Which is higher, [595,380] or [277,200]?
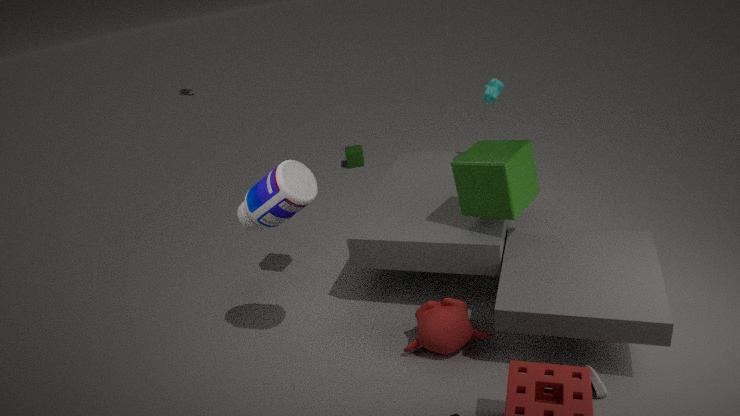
[277,200]
